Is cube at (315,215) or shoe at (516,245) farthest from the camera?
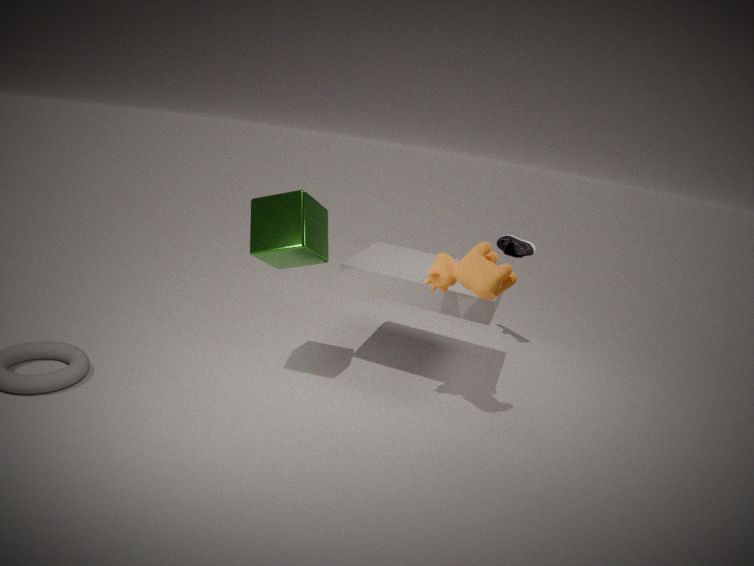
shoe at (516,245)
